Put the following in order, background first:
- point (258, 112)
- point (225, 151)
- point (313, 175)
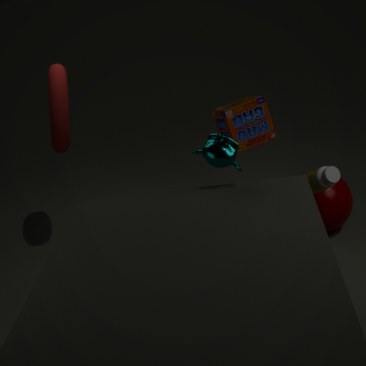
point (258, 112)
point (313, 175)
point (225, 151)
